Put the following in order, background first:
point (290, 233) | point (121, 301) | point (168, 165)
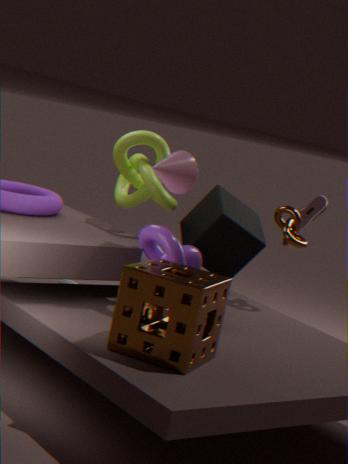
point (290, 233) < point (168, 165) < point (121, 301)
